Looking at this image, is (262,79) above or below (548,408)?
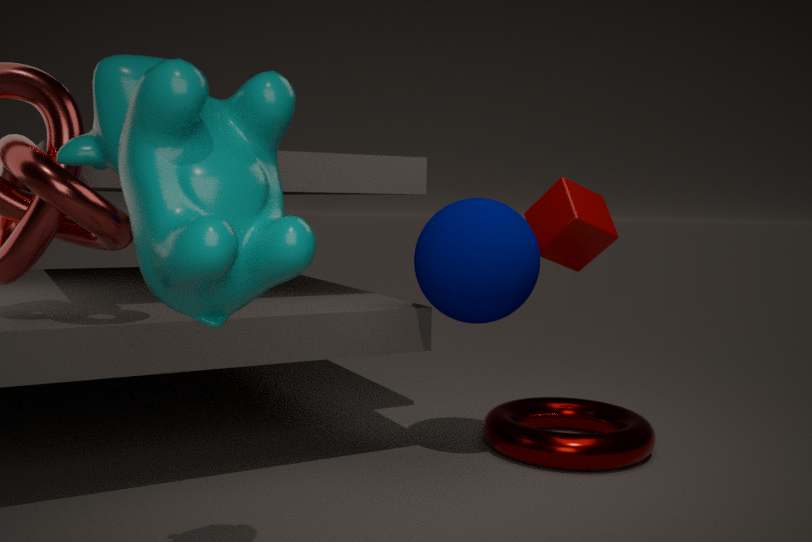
above
